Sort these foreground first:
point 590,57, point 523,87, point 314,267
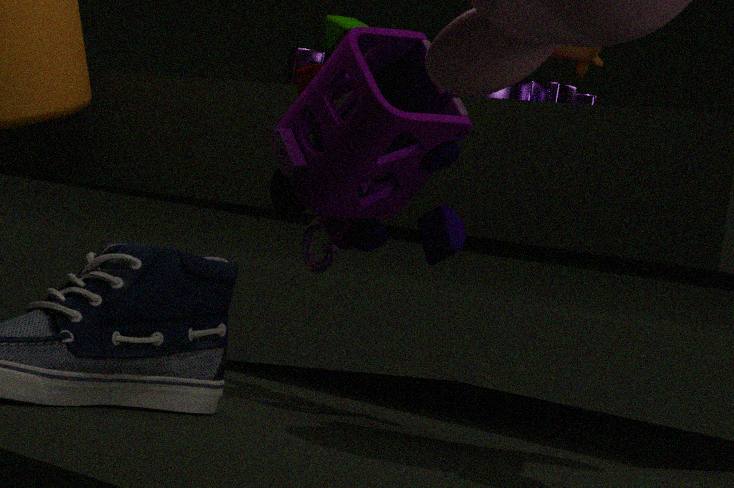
point 314,267 → point 523,87 → point 590,57
